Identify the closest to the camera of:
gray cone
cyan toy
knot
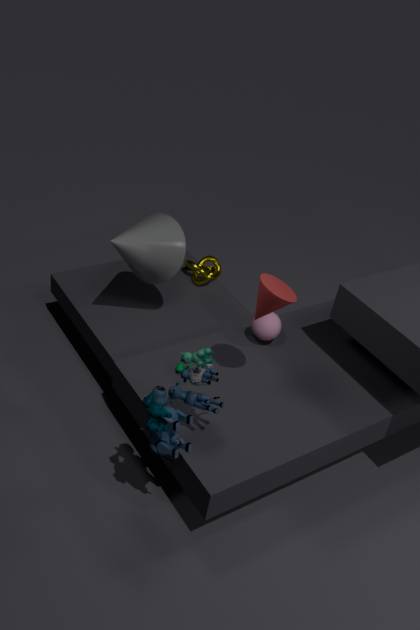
cyan toy
